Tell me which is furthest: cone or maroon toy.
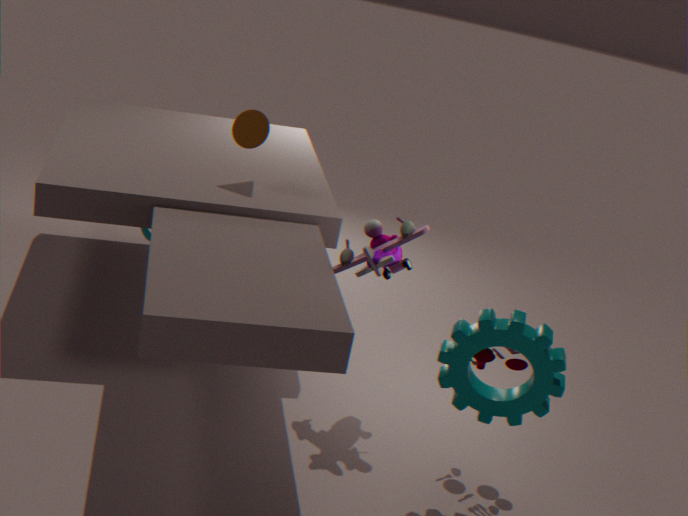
cone
